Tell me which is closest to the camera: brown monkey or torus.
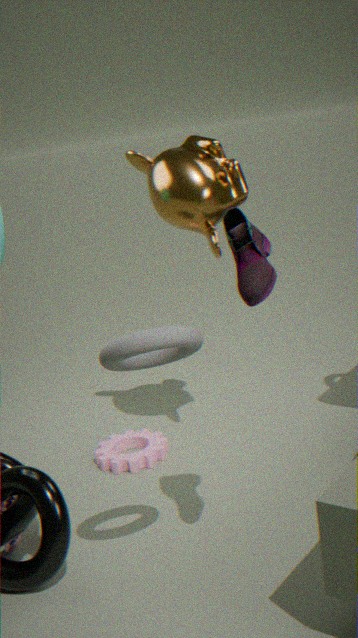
torus
